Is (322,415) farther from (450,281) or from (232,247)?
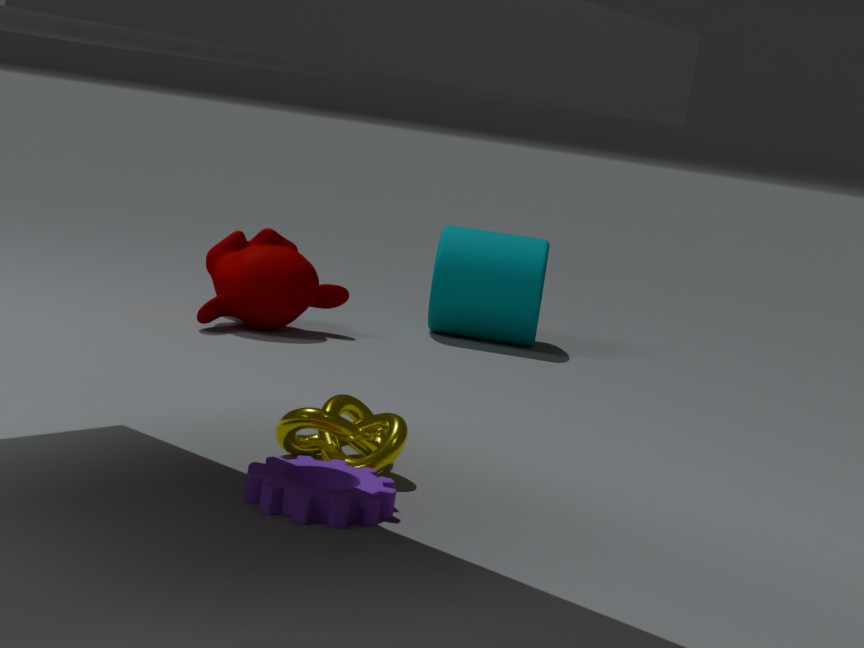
(450,281)
